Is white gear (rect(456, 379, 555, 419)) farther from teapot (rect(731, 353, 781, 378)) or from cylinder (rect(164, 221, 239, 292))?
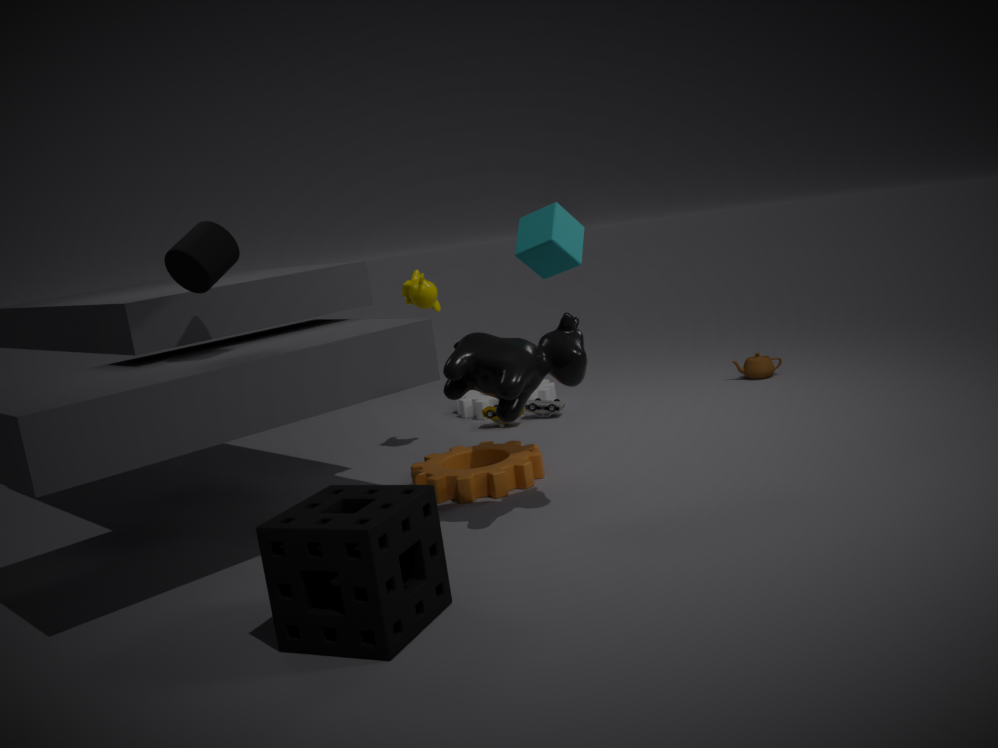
cylinder (rect(164, 221, 239, 292))
